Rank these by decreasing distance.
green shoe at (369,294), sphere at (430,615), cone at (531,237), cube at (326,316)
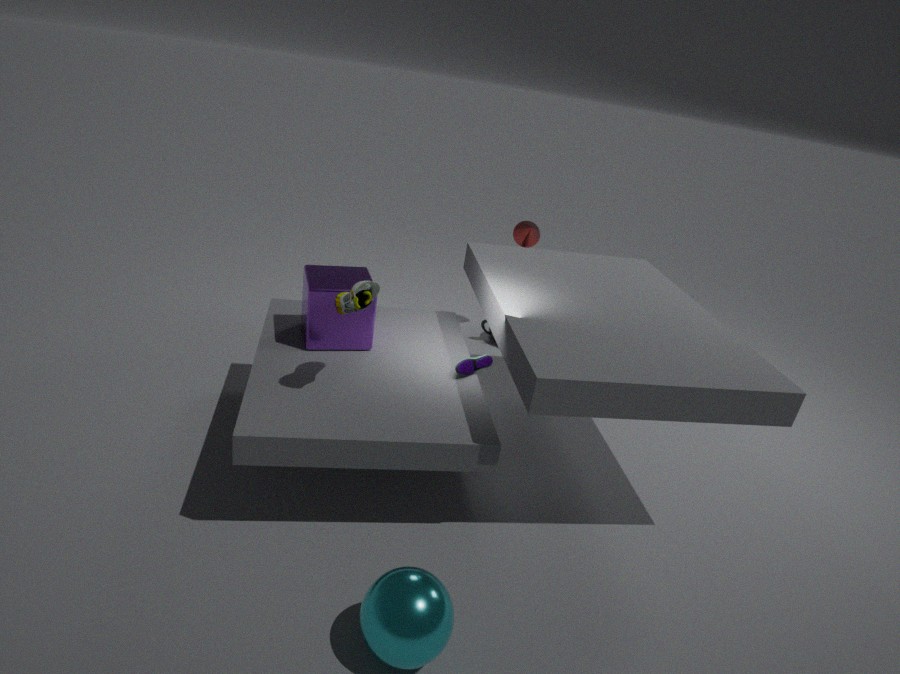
cone at (531,237) < cube at (326,316) < green shoe at (369,294) < sphere at (430,615)
